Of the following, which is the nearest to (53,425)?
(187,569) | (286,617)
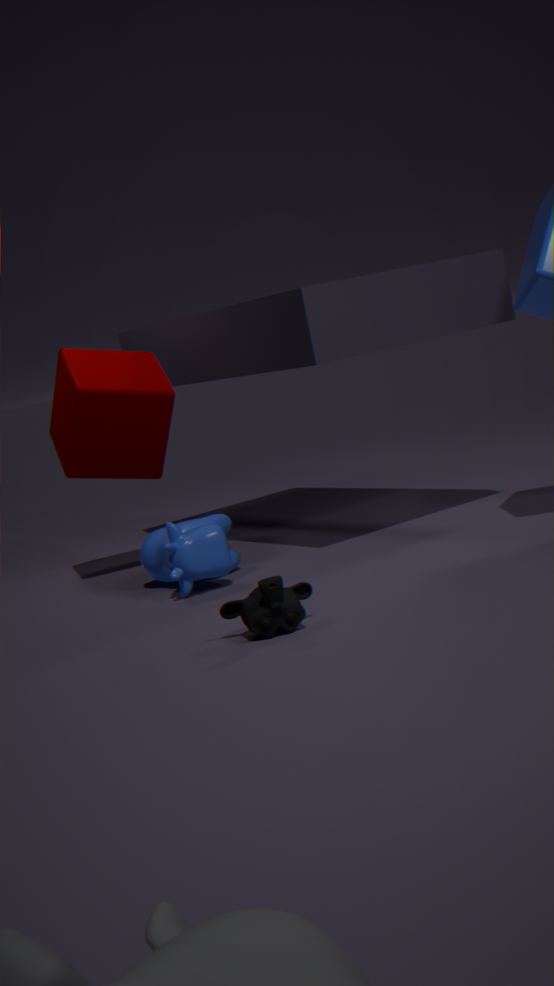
(187,569)
